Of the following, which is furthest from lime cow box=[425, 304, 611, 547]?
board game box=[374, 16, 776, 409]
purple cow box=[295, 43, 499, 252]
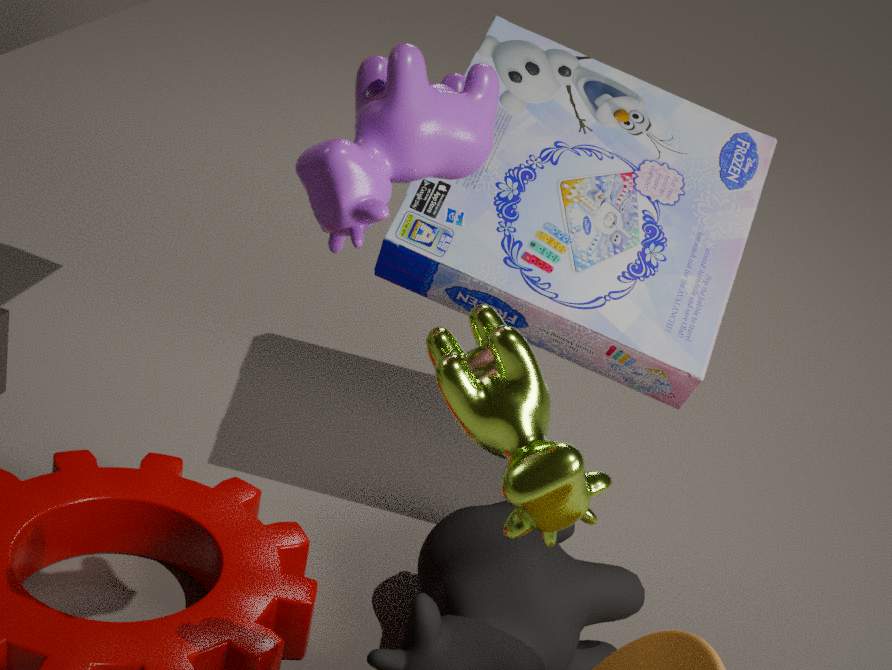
board game box=[374, 16, 776, 409]
